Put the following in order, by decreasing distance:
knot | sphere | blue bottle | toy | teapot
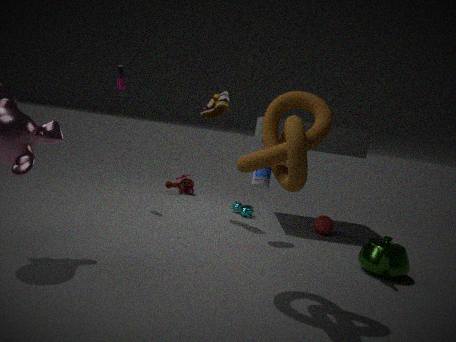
toy, sphere, blue bottle, teapot, knot
